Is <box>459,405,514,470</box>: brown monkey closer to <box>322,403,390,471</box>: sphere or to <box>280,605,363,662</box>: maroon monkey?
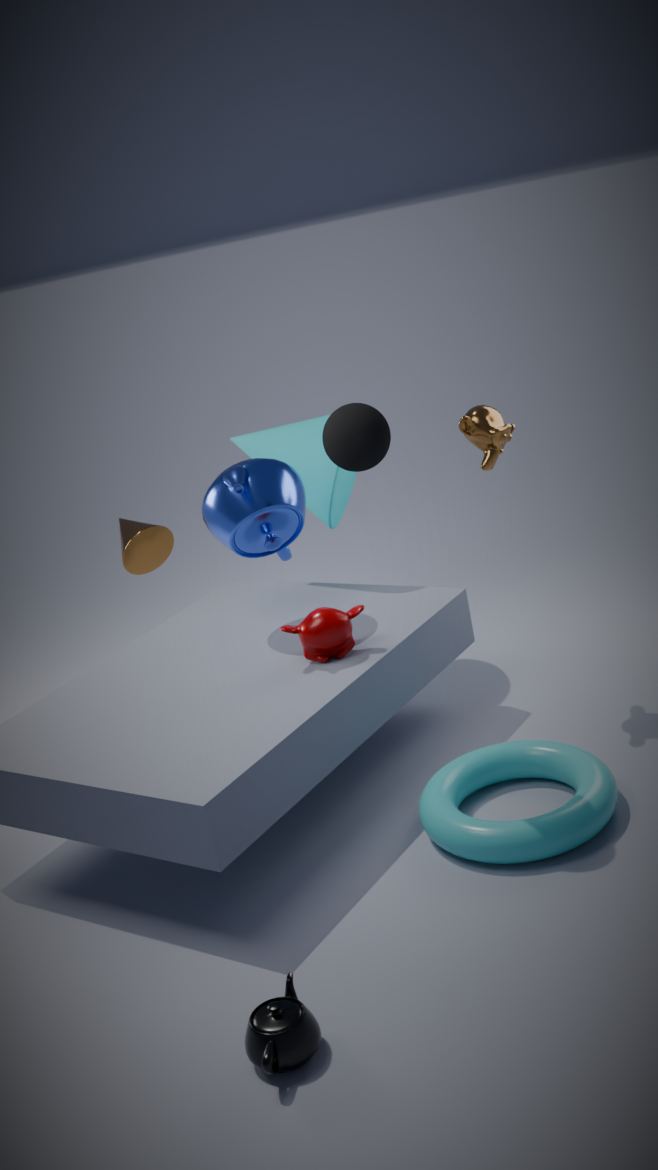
<box>322,403,390,471</box>: sphere
